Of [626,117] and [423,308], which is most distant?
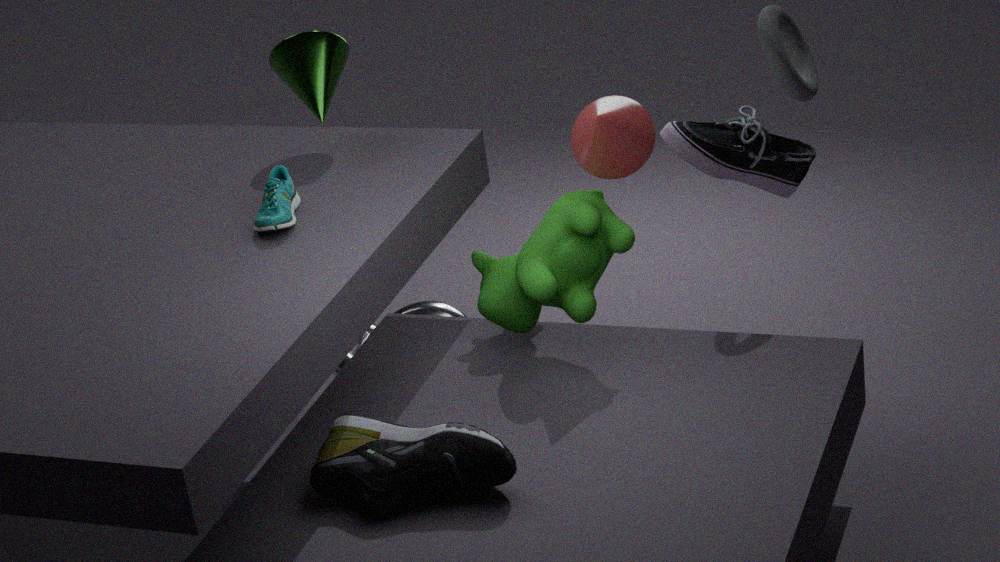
[423,308]
